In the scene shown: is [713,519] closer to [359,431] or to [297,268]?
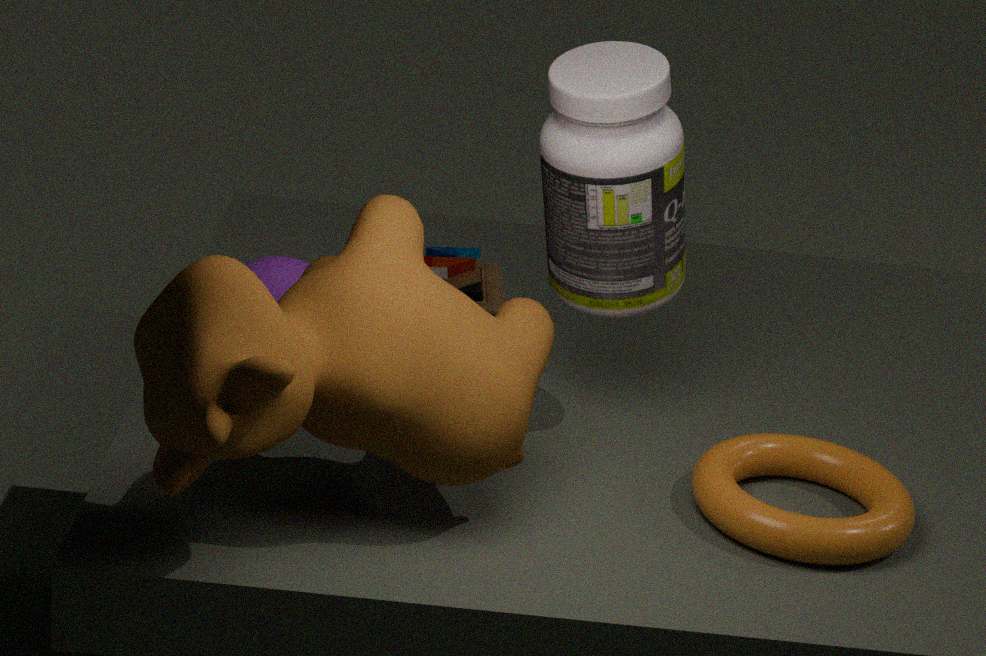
[359,431]
